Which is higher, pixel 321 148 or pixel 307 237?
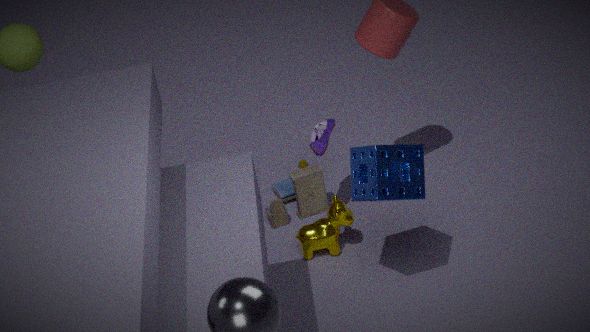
pixel 321 148
